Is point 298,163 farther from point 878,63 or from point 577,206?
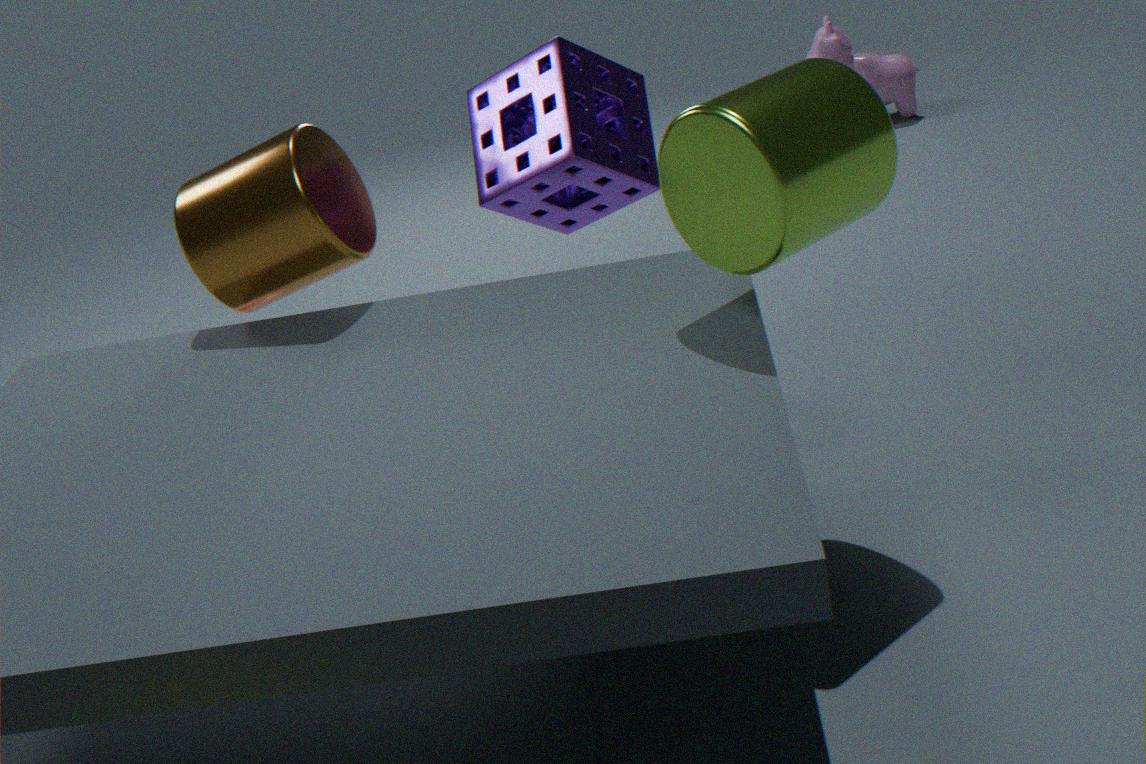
point 878,63
